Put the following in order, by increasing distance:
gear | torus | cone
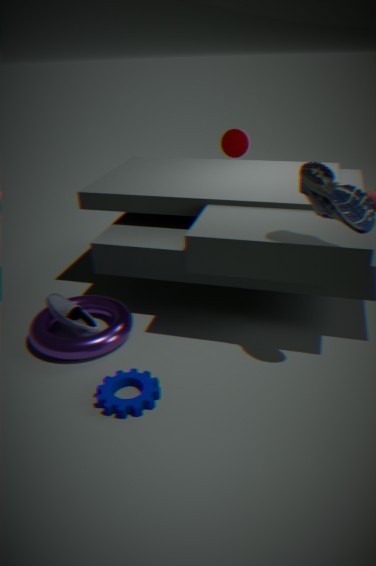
gear < torus < cone
